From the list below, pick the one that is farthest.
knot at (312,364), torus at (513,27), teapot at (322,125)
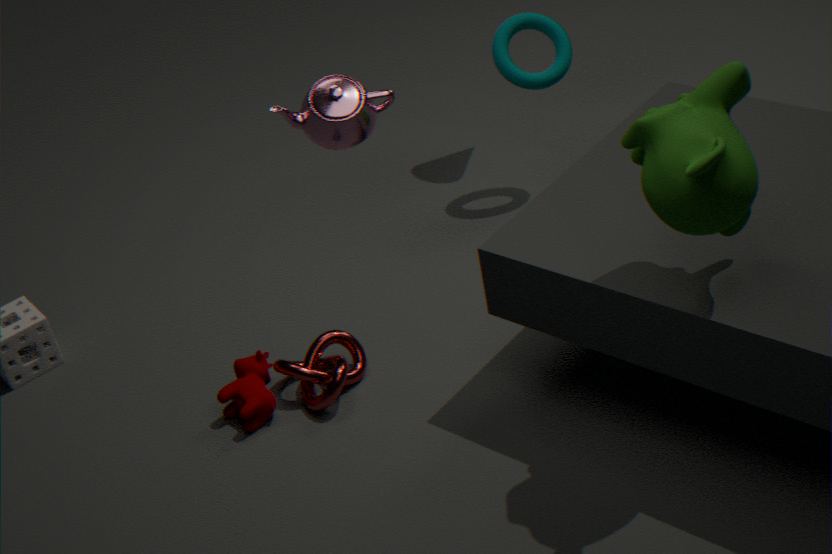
torus at (513,27)
